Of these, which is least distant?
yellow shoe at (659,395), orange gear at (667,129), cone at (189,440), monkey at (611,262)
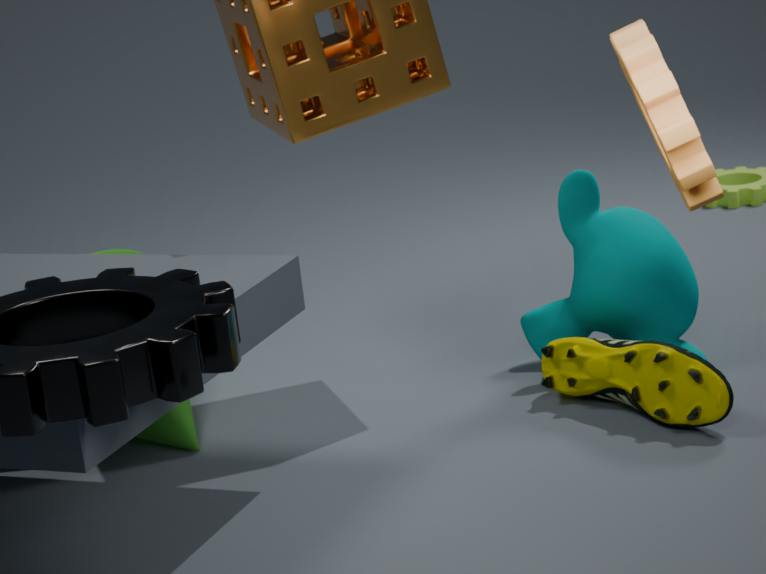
orange gear at (667,129)
